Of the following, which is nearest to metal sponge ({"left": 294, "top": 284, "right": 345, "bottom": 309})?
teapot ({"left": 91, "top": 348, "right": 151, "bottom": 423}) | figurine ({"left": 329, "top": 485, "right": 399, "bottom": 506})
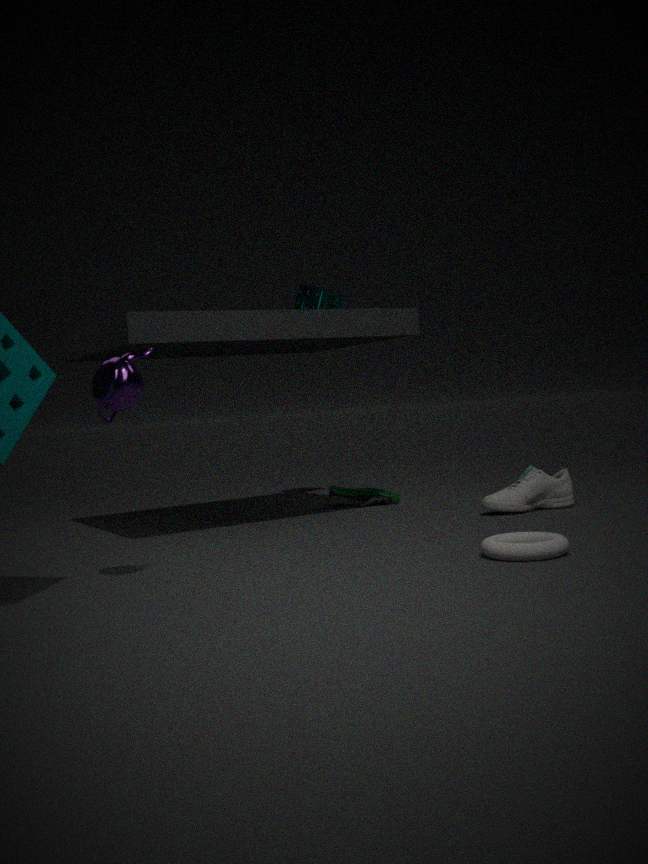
figurine ({"left": 329, "top": 485, "right": 399, "bottom": 506})
